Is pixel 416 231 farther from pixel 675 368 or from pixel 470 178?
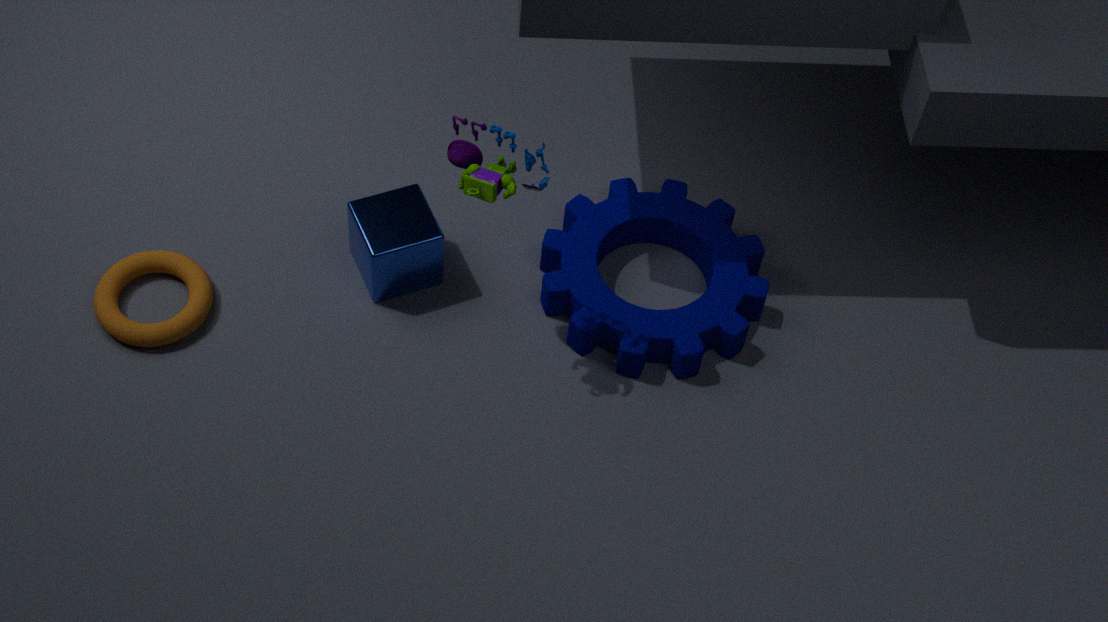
pixel 675 368
